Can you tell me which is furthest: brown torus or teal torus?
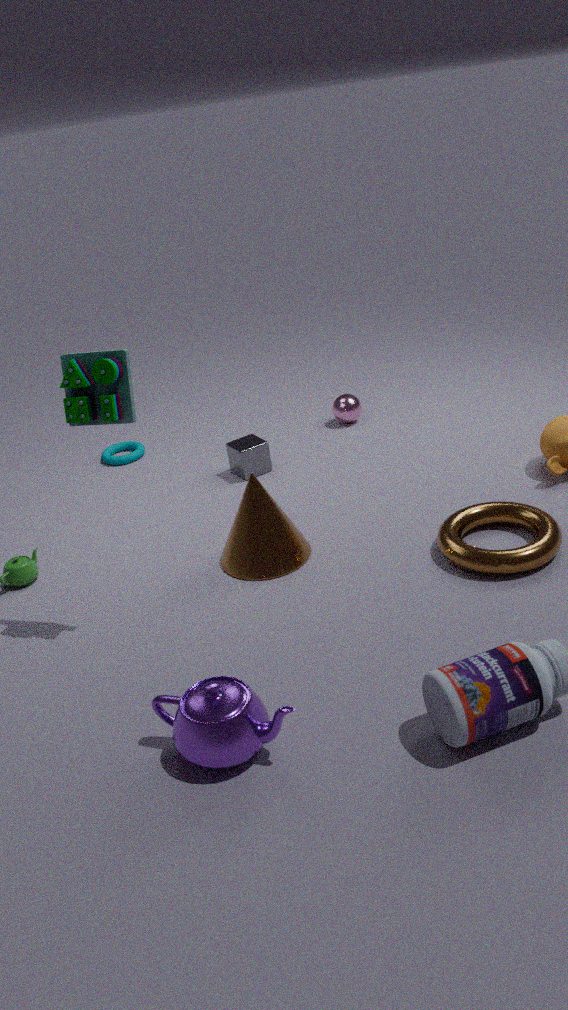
teal torus
